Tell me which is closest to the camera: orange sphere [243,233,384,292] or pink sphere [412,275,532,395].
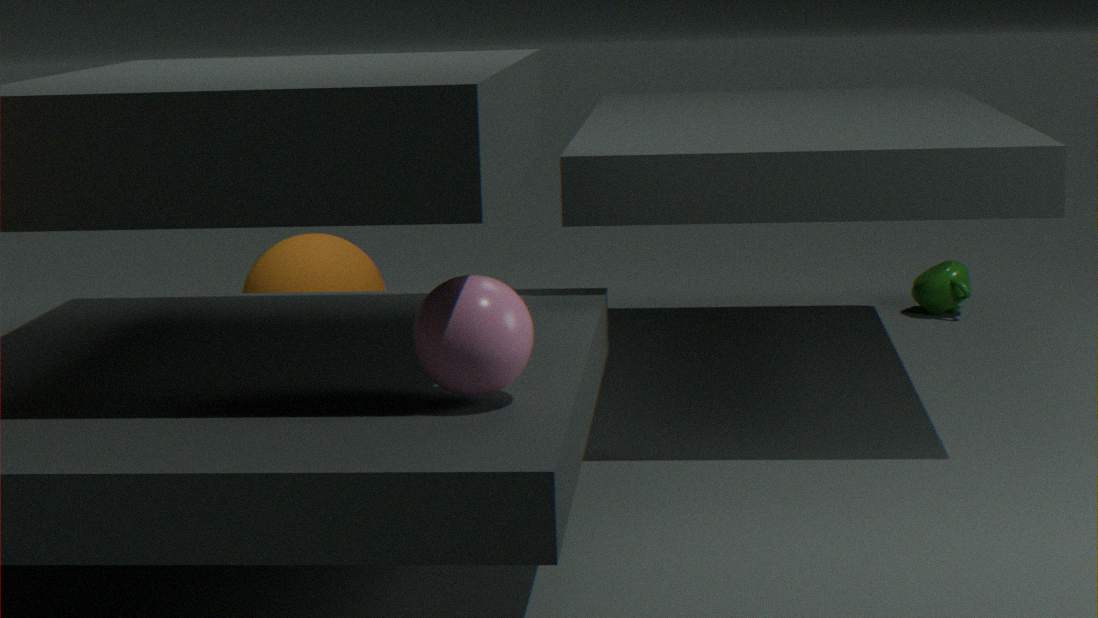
pink sphere [412,275,532,395]
